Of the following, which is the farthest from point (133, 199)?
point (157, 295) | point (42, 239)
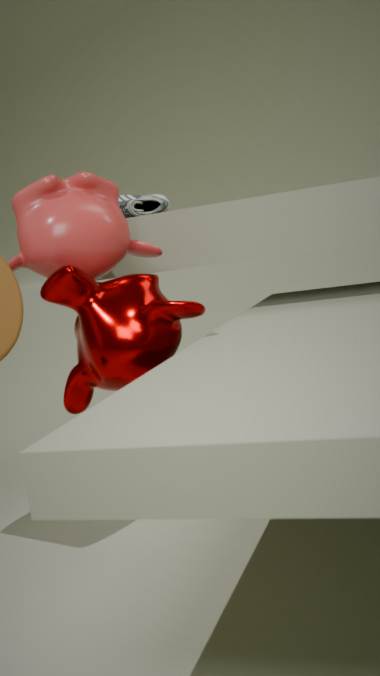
point (157, 295)
